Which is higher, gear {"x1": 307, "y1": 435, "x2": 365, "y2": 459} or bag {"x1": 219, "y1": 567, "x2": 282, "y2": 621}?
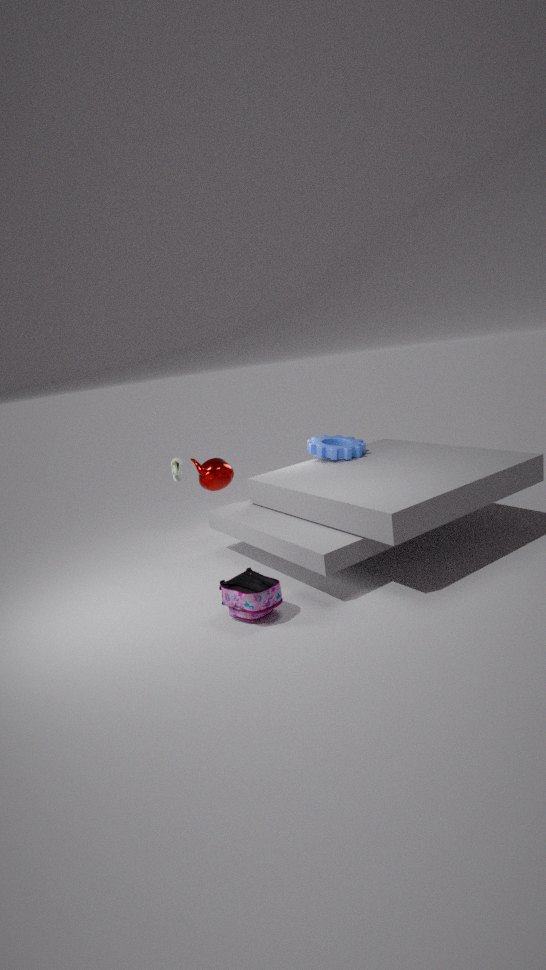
gear {"x1": 307, "y1": 435, "x2": 365, "y2": 459}
